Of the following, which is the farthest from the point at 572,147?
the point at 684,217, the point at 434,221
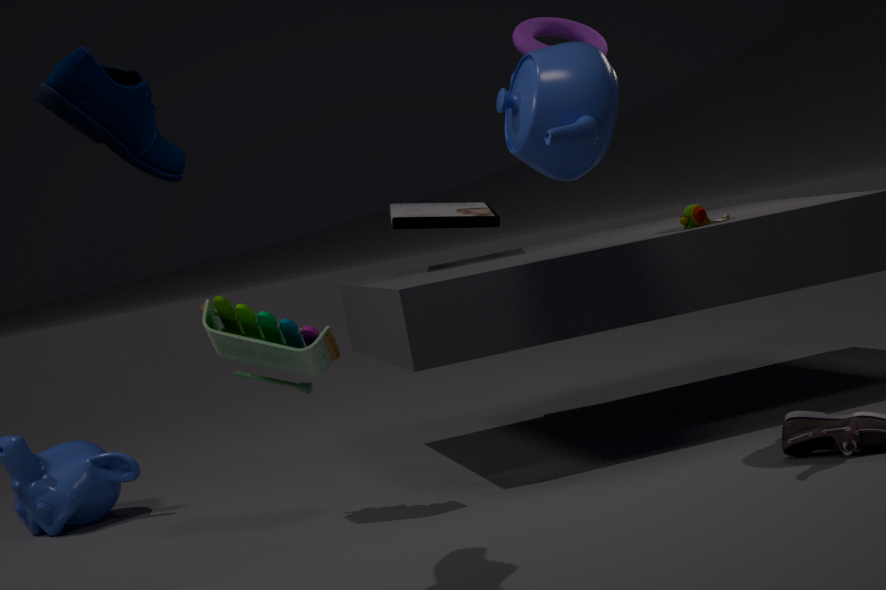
the point at 434,221
